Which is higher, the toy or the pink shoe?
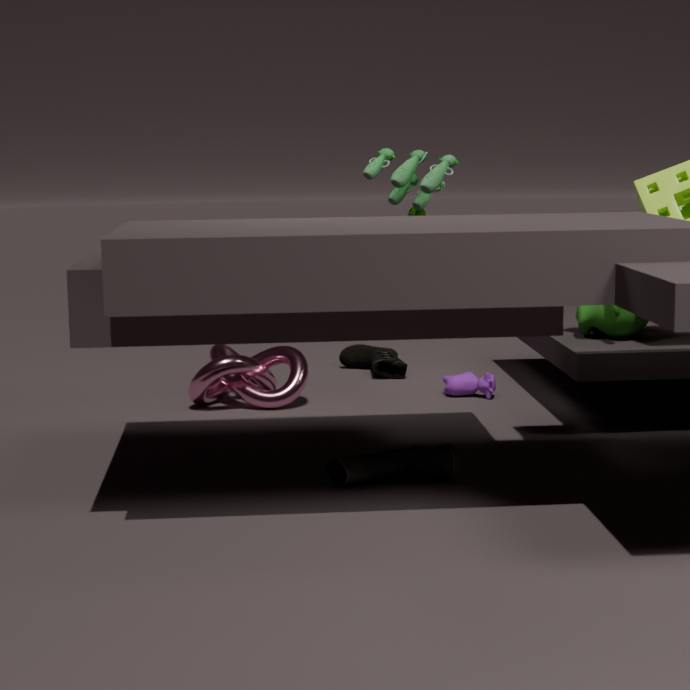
the toy
